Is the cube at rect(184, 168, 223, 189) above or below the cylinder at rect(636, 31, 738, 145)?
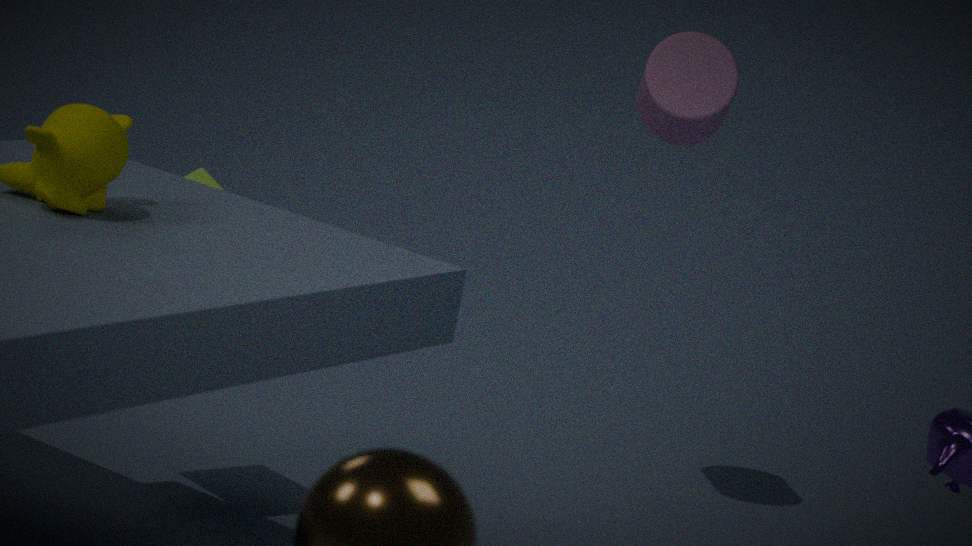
below
